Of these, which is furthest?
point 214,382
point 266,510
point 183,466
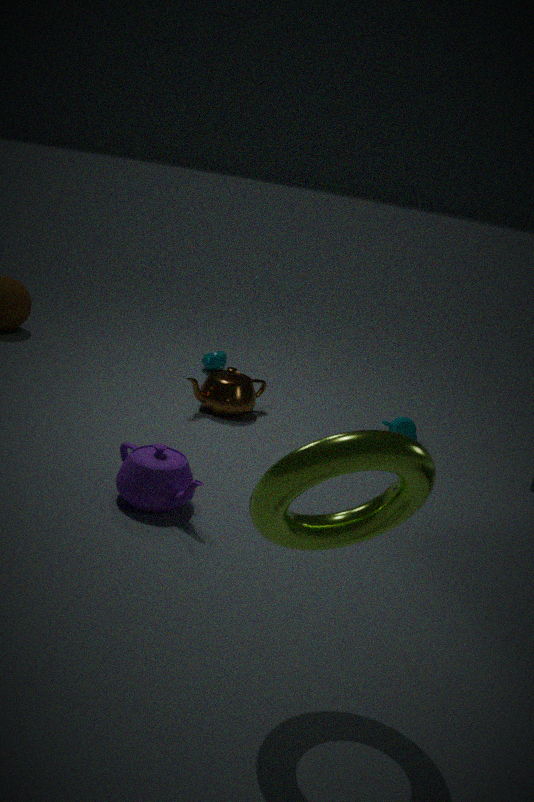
point 214,382
